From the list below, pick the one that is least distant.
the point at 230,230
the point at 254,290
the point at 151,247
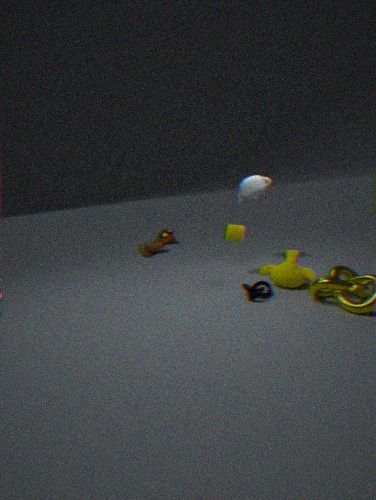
the point at 254,290
